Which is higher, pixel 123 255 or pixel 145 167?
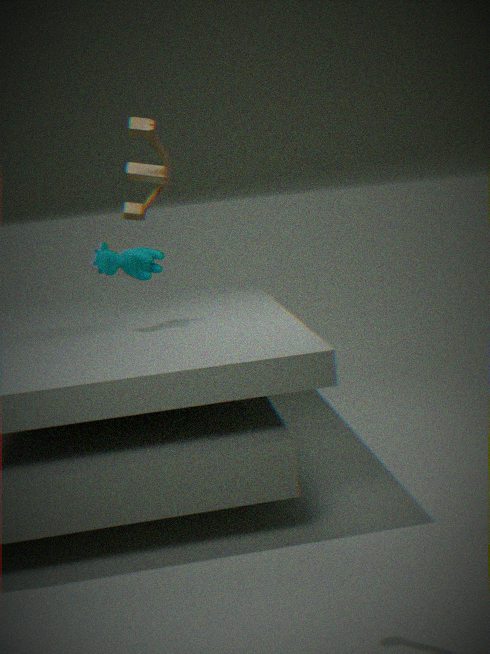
pixel 145 167
